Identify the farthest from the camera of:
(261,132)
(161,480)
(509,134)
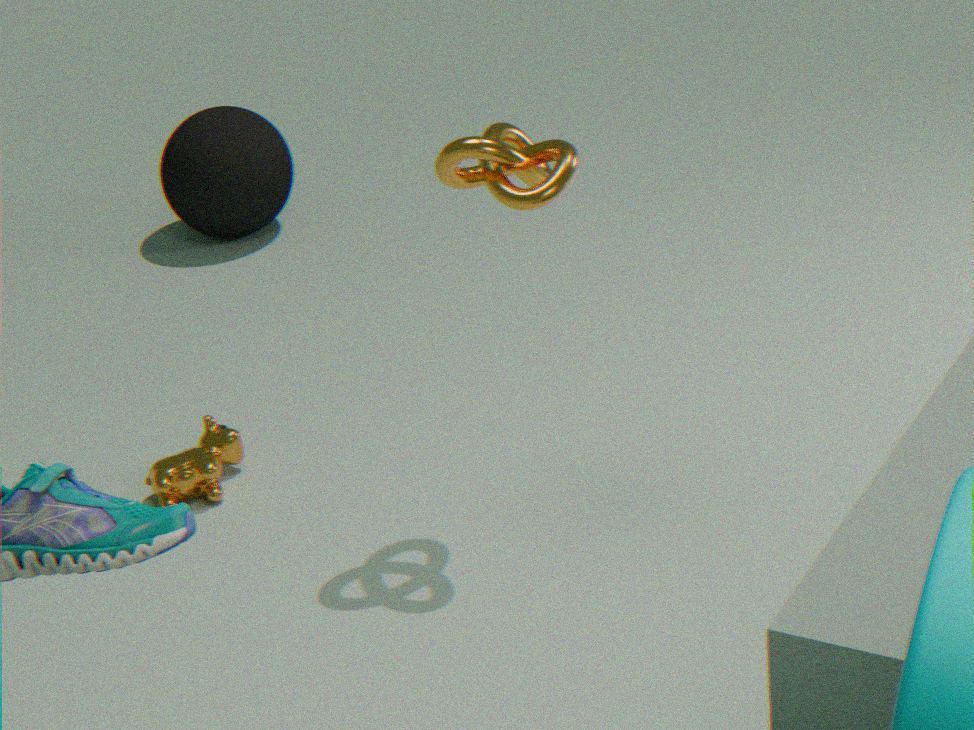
(261,132)
